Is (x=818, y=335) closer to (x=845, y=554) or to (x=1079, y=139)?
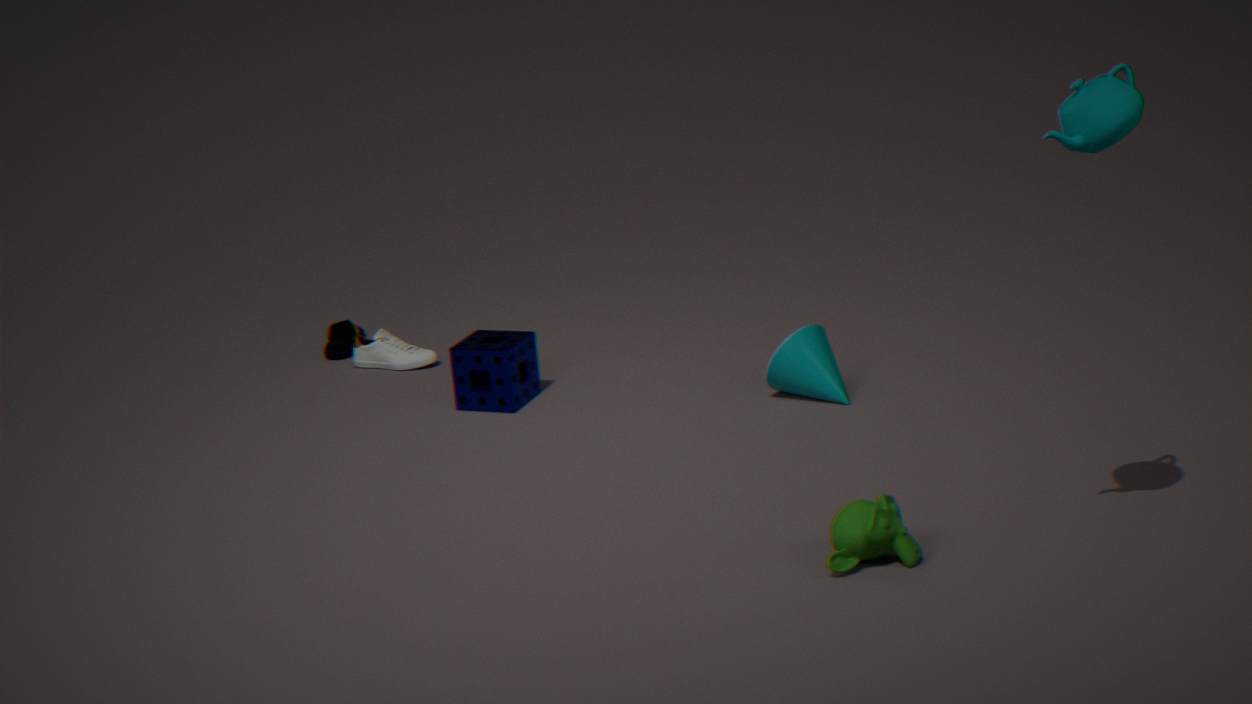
(x=845, y=554)
